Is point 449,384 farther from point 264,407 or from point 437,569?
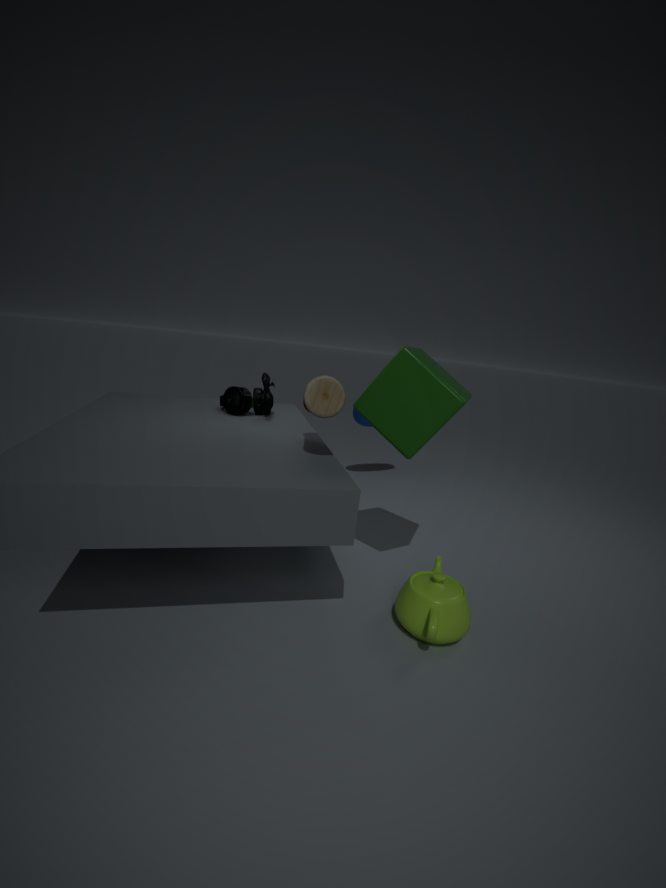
point 264,407
